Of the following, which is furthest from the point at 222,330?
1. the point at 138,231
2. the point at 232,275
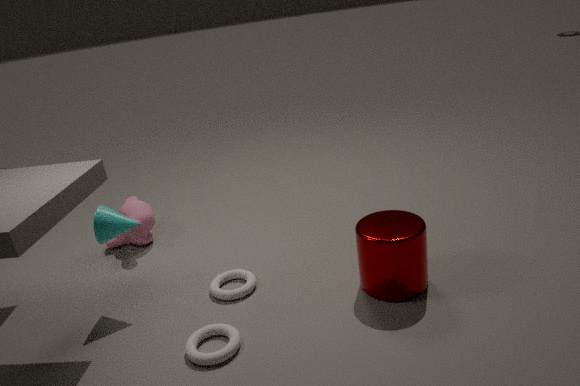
the point at 138,231
